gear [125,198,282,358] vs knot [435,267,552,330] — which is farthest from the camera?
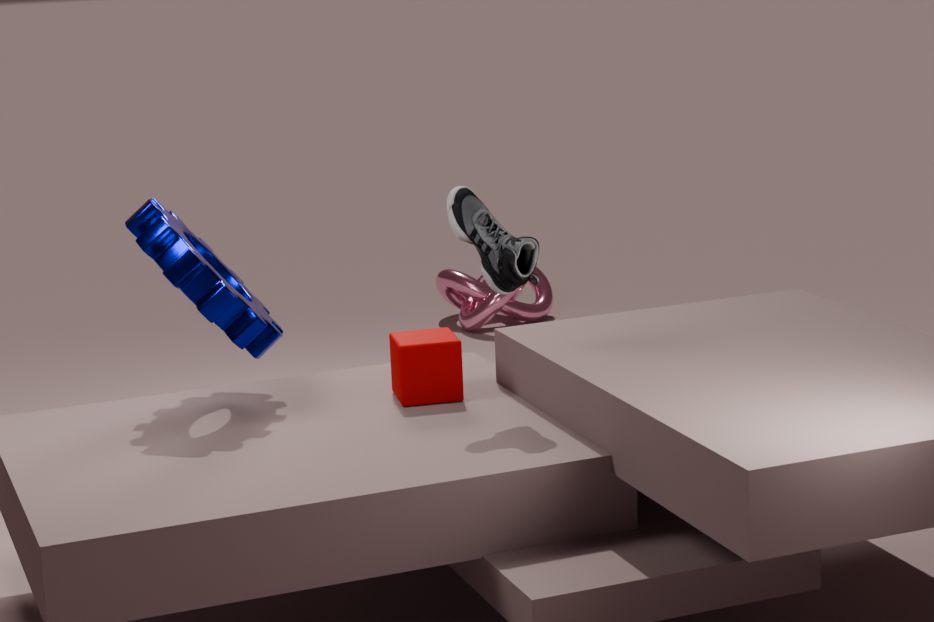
knot [435,267,552,330]
